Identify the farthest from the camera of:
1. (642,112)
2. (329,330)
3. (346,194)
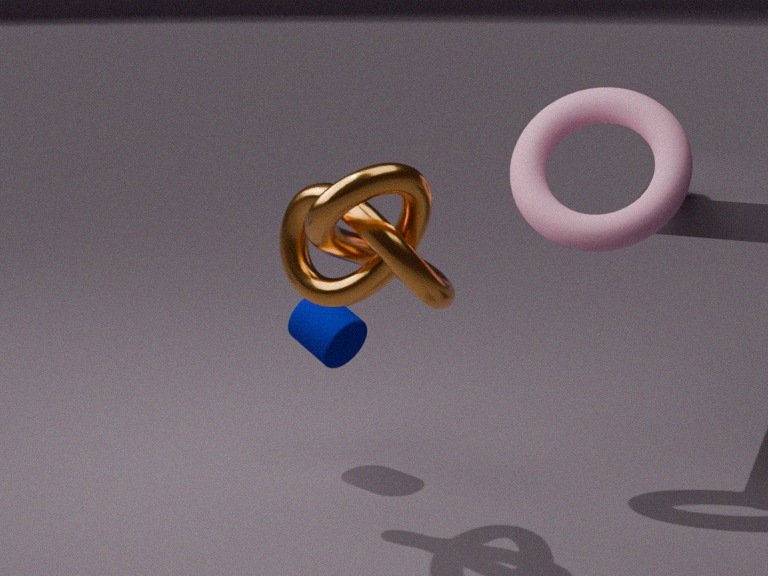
(329,330)
